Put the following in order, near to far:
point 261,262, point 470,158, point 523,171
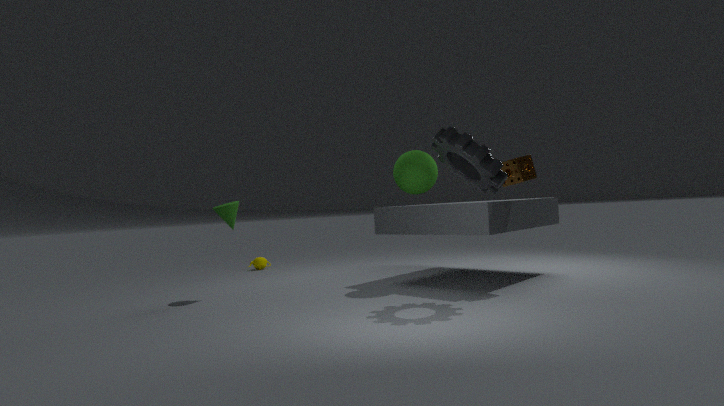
point 470,158 → point 523,171 → point 261,262
